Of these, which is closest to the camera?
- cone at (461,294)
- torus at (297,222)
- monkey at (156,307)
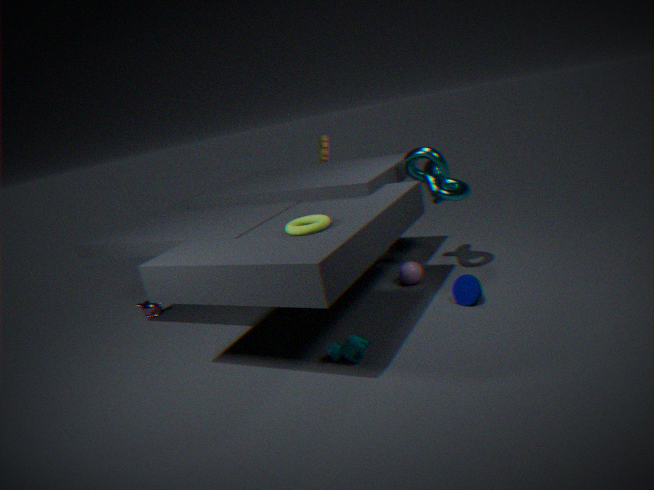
torus at (297,222)
